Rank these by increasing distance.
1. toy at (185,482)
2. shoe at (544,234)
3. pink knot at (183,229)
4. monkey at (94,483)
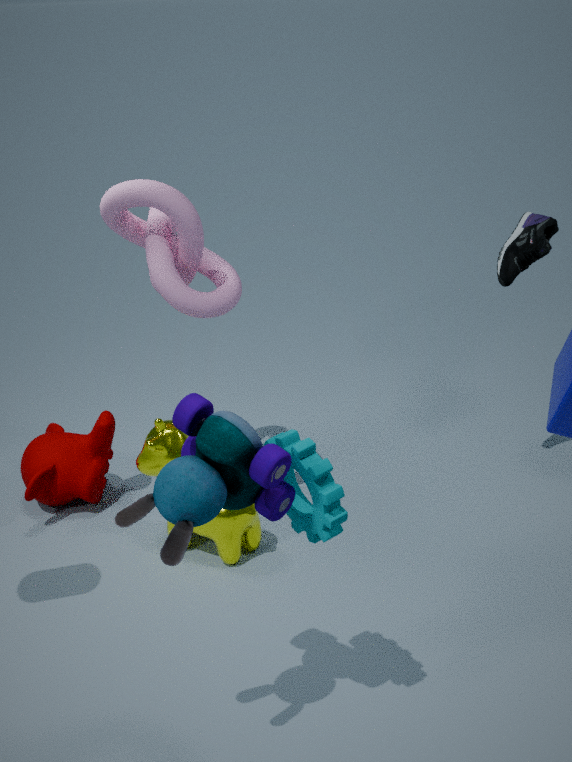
toy at (185,482)
pink knot at (183,229)
shoe at (544,234)
monkey at (94,483)
